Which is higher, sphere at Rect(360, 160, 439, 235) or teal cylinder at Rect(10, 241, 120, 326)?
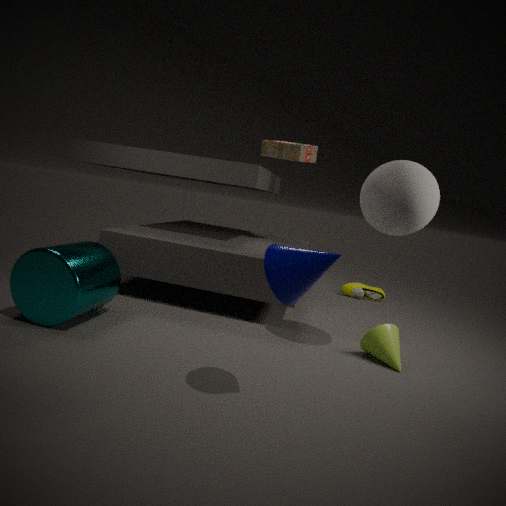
sphere at Rect(360, 160, 439, 235)
